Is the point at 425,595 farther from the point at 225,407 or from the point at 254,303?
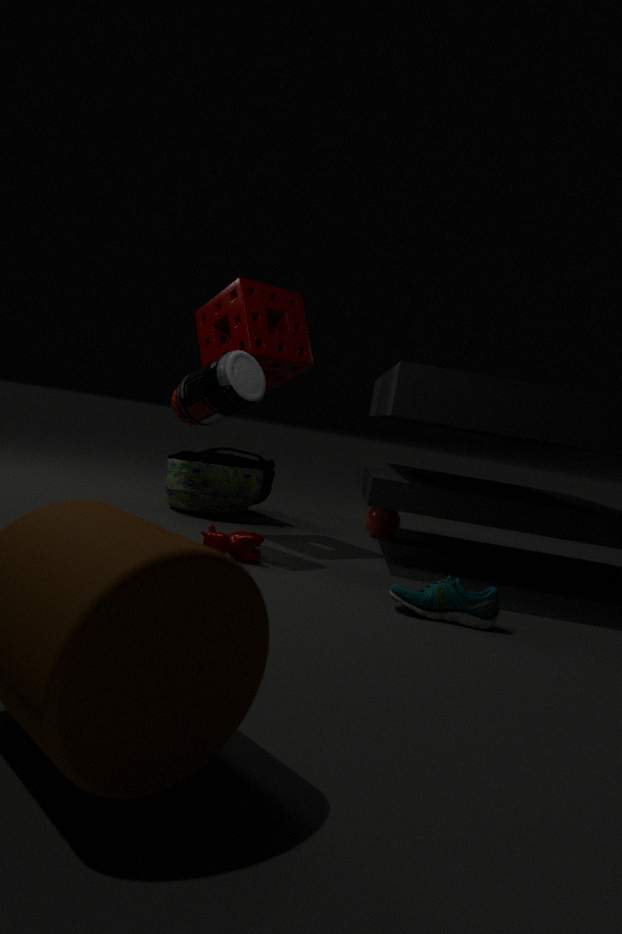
the point at 254,303
